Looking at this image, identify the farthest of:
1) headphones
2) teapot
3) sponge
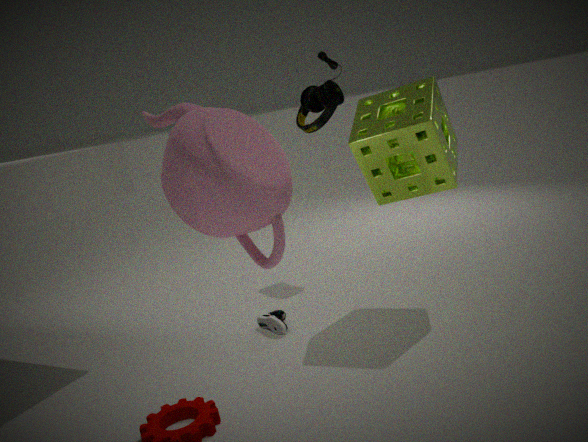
1. headphones
